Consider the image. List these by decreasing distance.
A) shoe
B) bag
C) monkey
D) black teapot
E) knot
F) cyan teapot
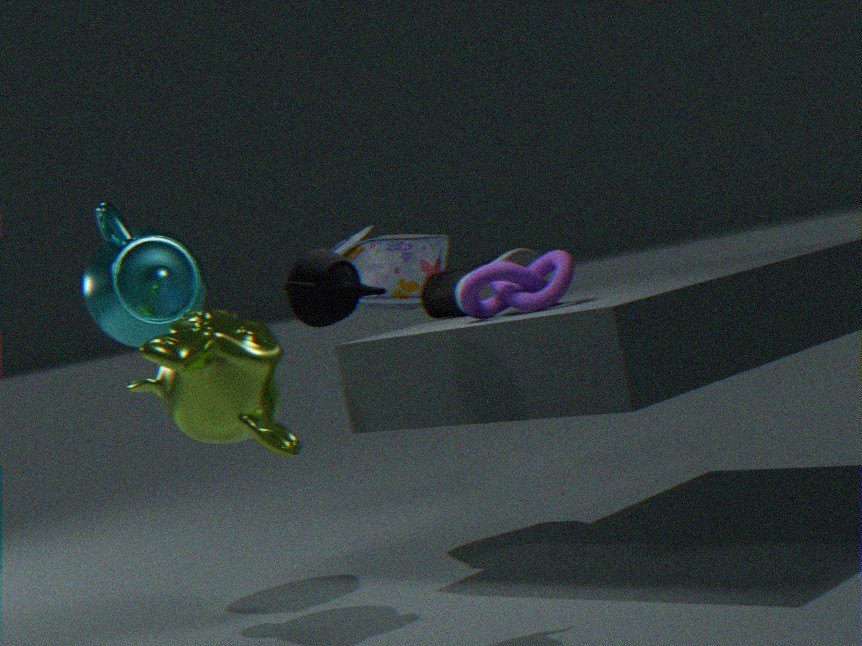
bag
cyan teapot
shoe
monkey
knot
black teapot
